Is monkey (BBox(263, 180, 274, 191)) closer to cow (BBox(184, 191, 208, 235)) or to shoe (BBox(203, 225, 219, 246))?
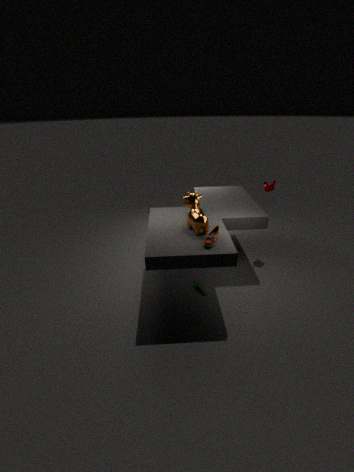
cow (BBox(184, 191, 208, 235))
